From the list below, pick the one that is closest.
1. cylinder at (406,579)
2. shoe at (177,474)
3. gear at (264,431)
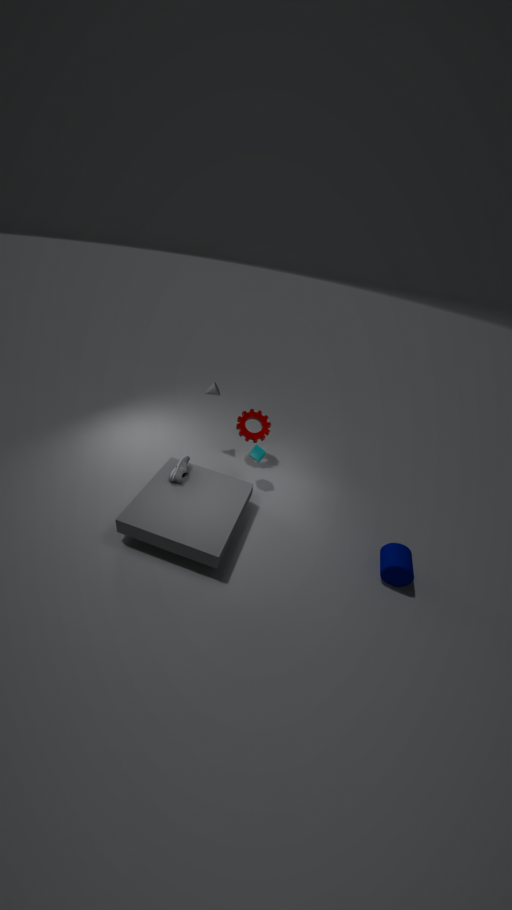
cylinder at (406,579)
